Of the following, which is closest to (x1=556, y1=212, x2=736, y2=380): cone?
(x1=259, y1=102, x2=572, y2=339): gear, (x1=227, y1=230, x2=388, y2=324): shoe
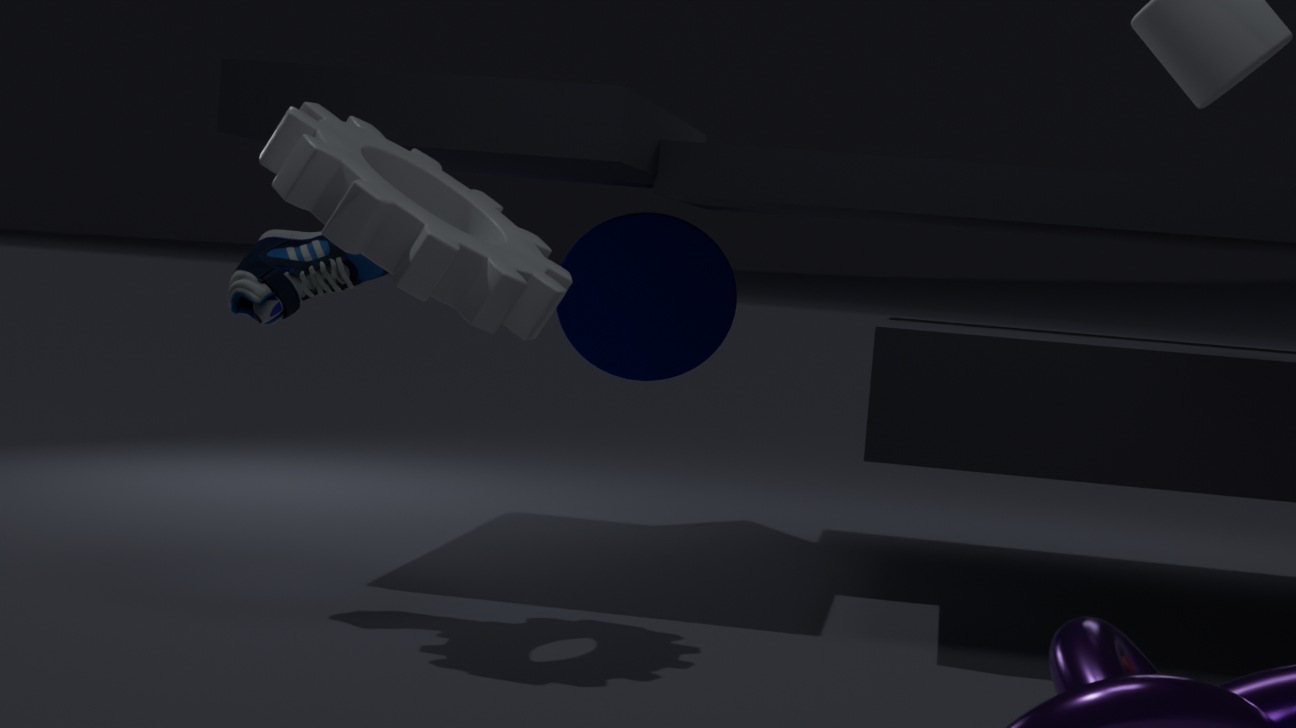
(x1=259, y1=102, x2=572, y2=339): gear
